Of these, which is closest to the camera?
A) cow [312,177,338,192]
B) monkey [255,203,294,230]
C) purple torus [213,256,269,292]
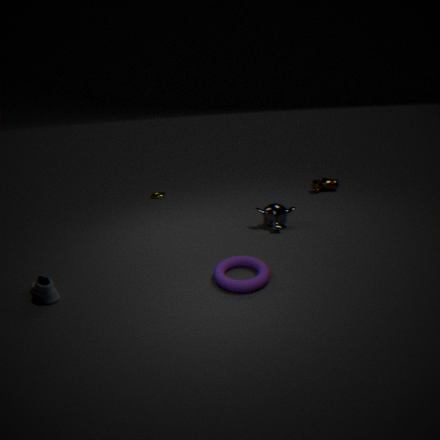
purple torus [213,256,269,292]
